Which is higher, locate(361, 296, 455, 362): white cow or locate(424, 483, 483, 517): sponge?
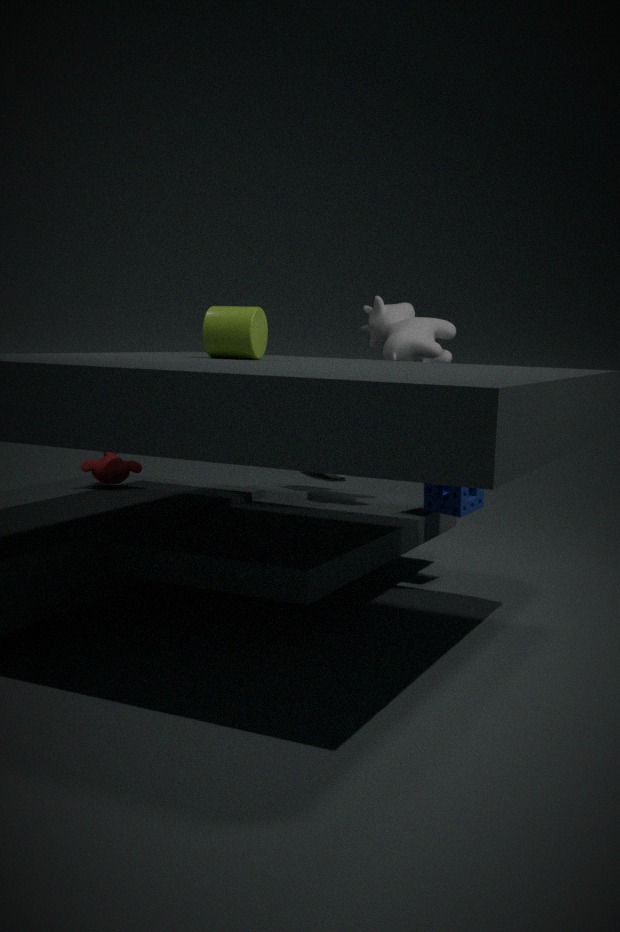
locate(361, 296, 455, 362): white cow
